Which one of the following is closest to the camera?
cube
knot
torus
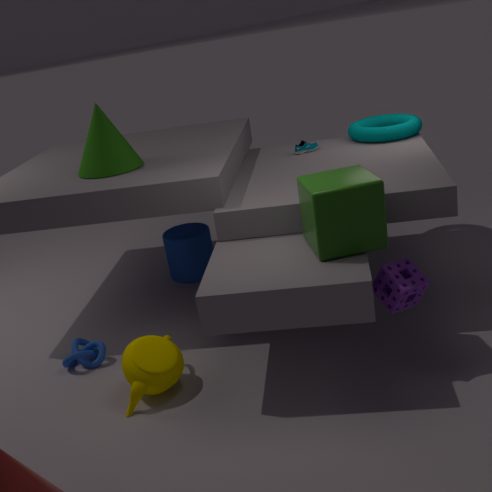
cube
